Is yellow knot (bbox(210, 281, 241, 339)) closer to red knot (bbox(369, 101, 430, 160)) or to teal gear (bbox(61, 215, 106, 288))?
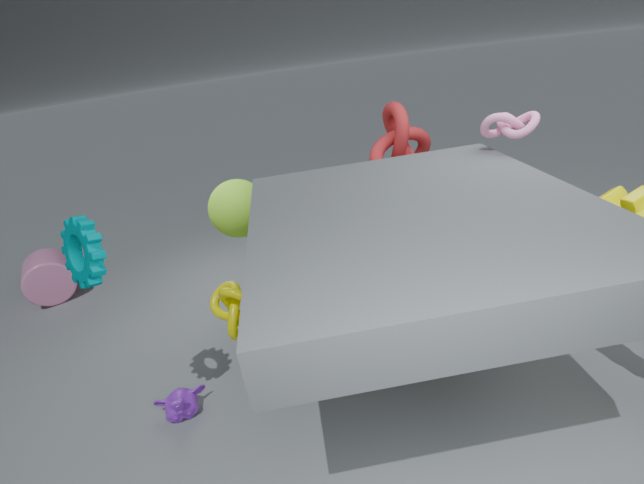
teal gear (bbox(61, 215, 106, 288))
